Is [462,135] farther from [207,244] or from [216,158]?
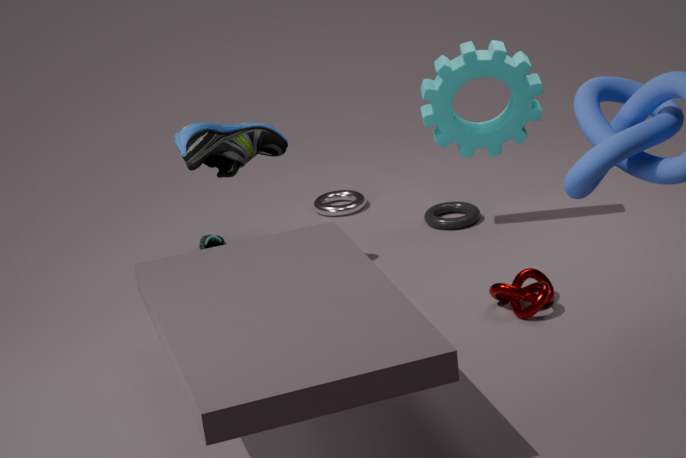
[207,244]
